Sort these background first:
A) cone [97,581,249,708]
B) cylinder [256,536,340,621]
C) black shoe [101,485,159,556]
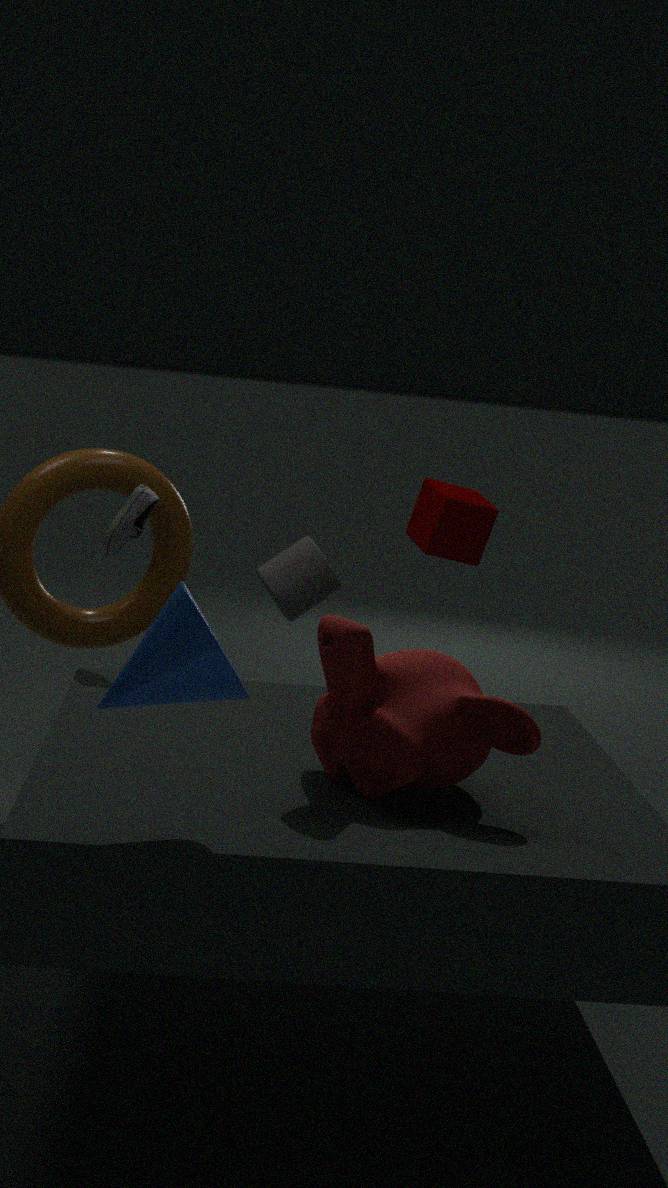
cylinder [256,536,340,621] → black shoe [101,485,159,556] → cone [97,581,249,708]
